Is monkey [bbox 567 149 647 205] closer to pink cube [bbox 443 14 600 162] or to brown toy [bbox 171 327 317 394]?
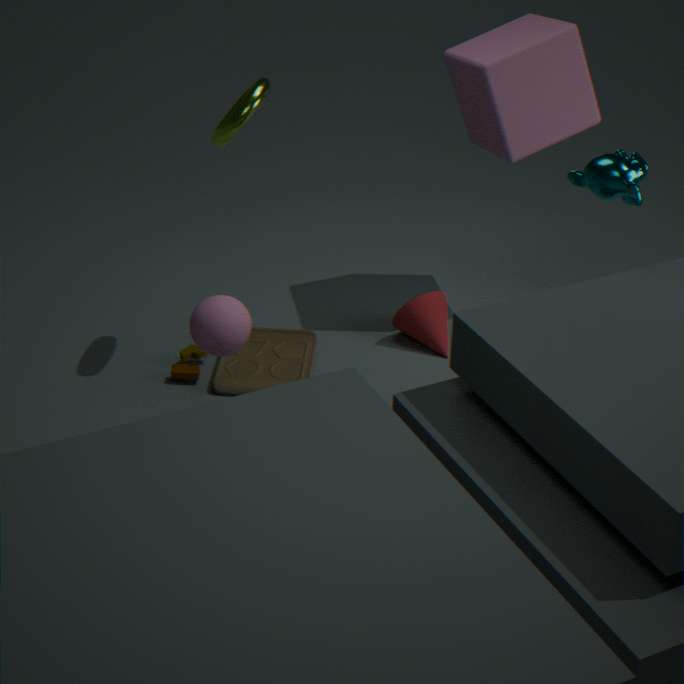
pink cube [bbox 443 14 600 162]
